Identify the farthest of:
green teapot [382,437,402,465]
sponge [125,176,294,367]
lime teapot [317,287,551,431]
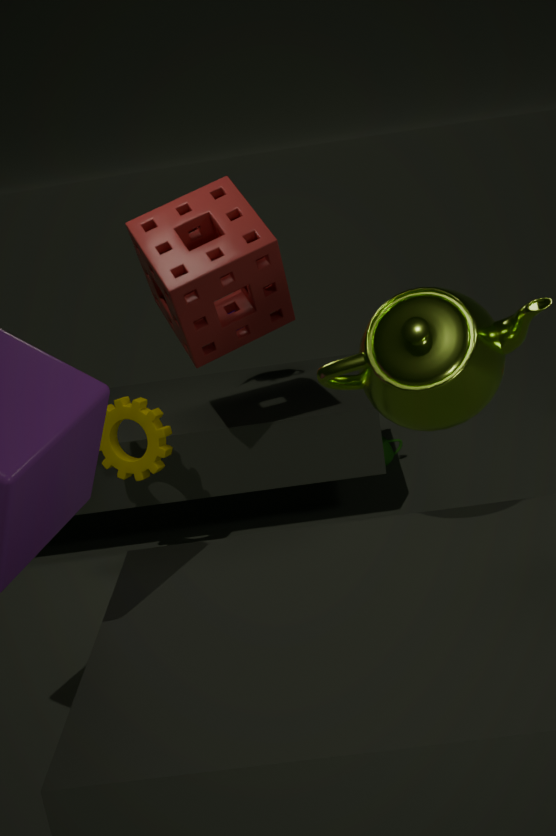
green teapot [382,437,402,465]
